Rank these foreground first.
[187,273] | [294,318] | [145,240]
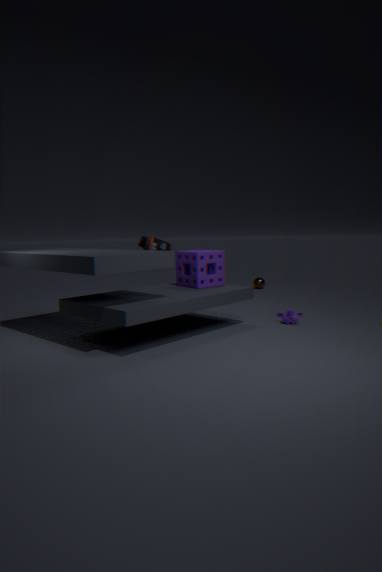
1. [294,318]
2. [187,273]
3. [145,240]
